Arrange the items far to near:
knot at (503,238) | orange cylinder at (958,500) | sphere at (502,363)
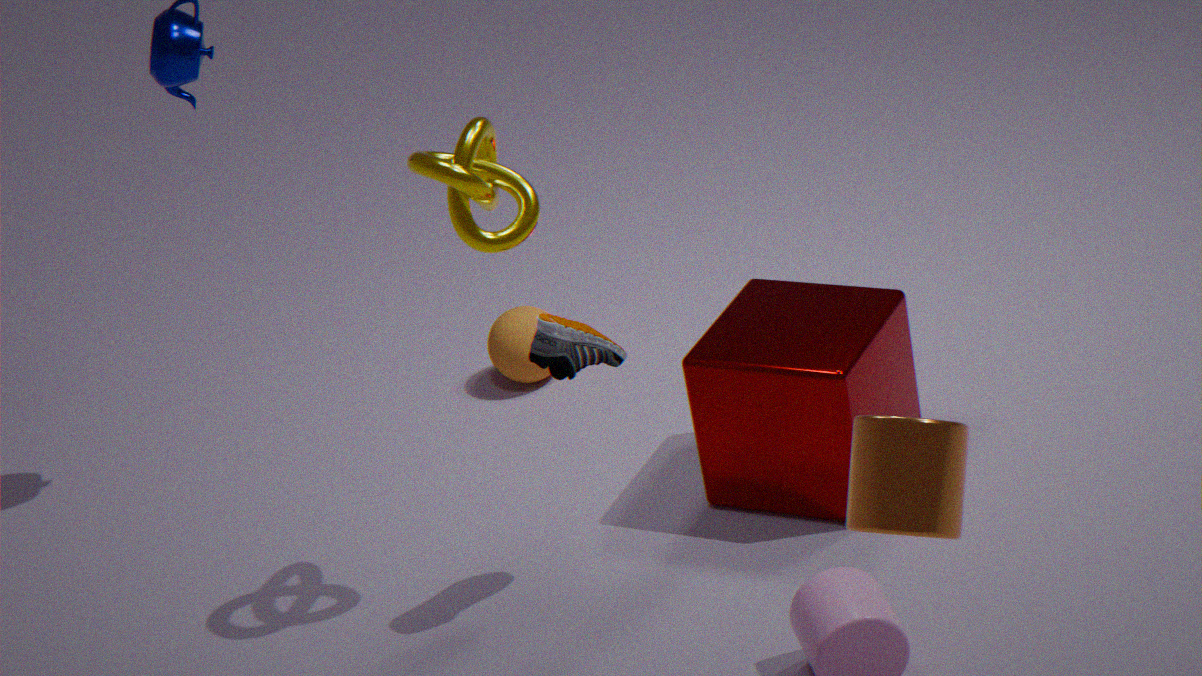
sphere at (502,363), knot at (503,238), orange cylinder at (958,500)
